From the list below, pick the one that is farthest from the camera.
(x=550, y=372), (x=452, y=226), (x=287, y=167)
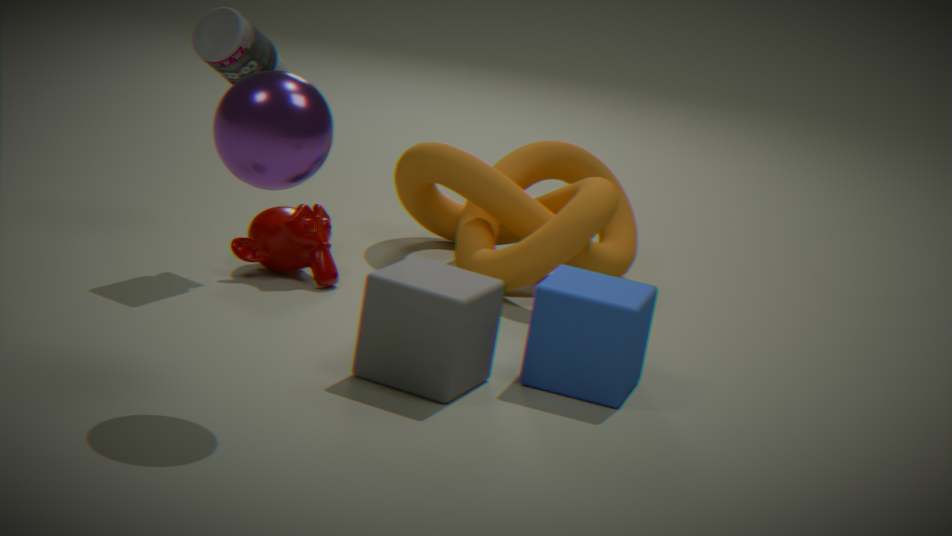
(x=452, y=226)
